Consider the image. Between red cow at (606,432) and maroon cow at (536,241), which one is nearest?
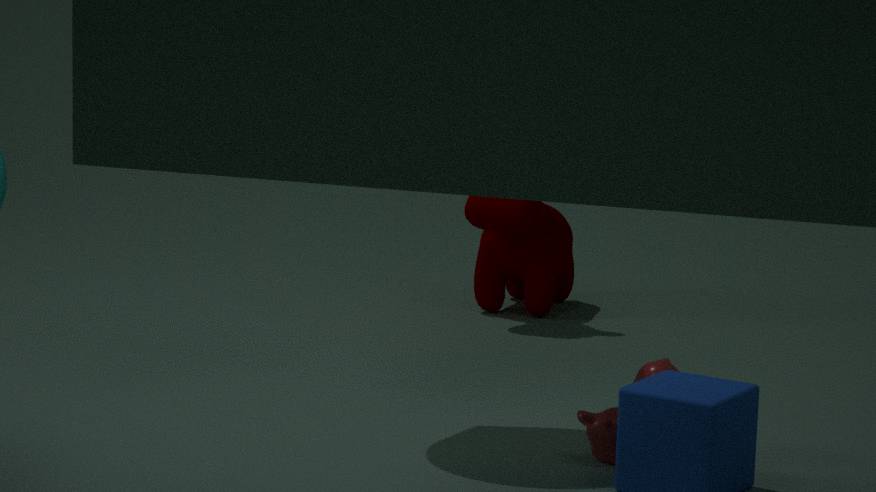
red cow at (606,432)
